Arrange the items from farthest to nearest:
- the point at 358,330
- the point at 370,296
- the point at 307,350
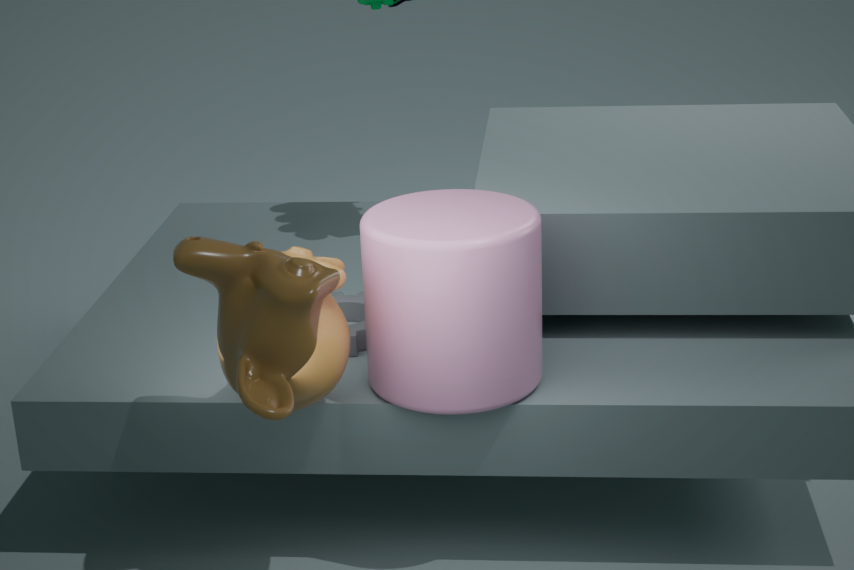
the point at 358,330 → the point at 370,296 → the point at 307,350
